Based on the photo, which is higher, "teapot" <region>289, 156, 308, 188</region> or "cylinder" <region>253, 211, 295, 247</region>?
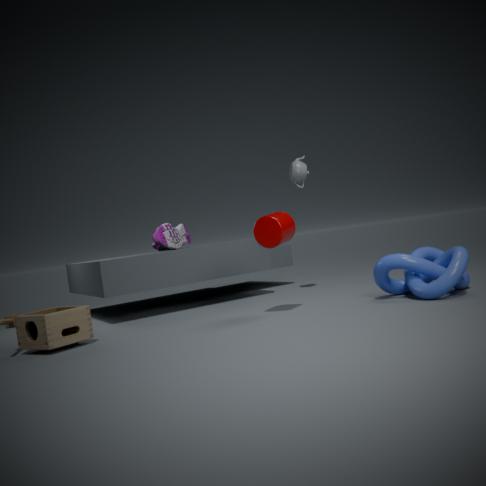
"teapot" <region>289, 156, 308, 188</region>
